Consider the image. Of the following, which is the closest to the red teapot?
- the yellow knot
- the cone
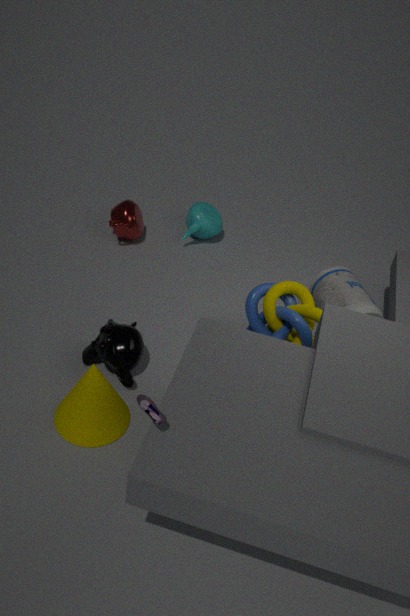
the yellow knot
